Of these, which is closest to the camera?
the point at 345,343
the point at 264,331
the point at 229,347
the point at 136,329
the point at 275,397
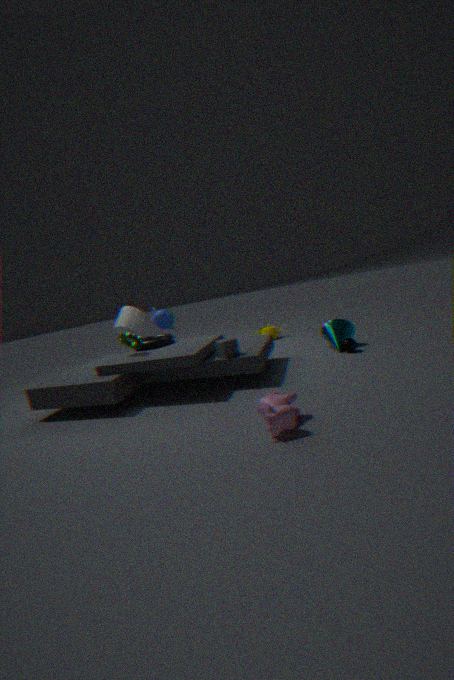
the point at 275,397
